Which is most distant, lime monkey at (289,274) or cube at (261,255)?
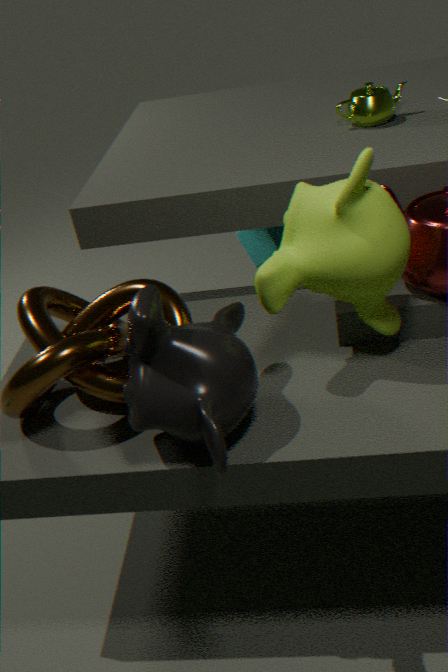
cube at (261,255)
